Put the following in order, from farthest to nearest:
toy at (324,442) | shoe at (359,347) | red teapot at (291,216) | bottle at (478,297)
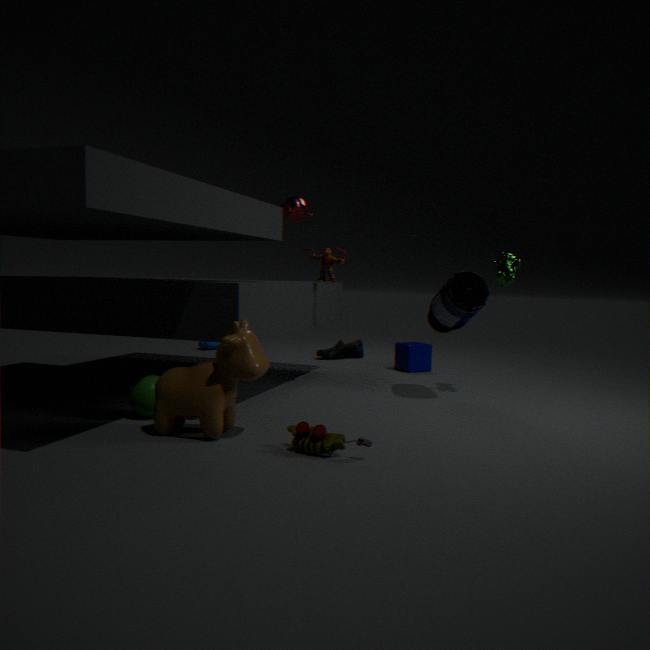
shoe at (359,347), red teapot at (291,216), bottle at (478,297), toy at (324,442)
